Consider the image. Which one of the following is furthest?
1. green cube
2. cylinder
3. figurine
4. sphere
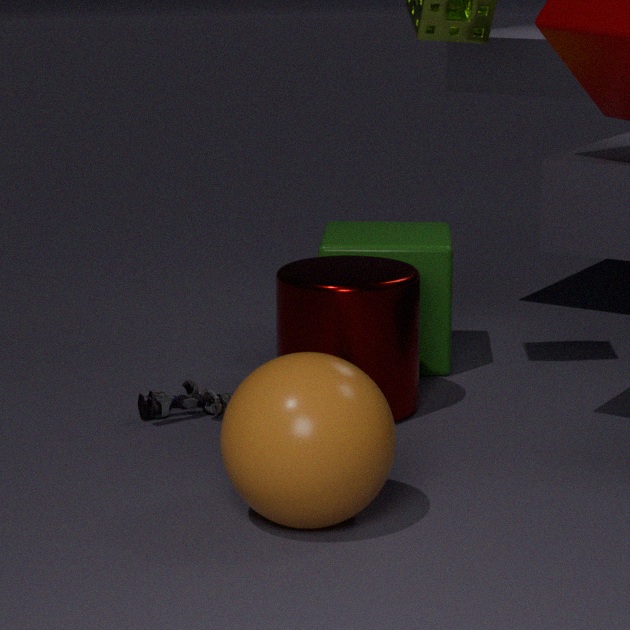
green cube
